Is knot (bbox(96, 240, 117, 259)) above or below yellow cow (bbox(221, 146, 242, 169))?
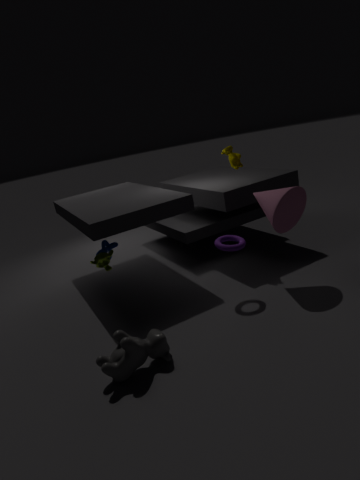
below
